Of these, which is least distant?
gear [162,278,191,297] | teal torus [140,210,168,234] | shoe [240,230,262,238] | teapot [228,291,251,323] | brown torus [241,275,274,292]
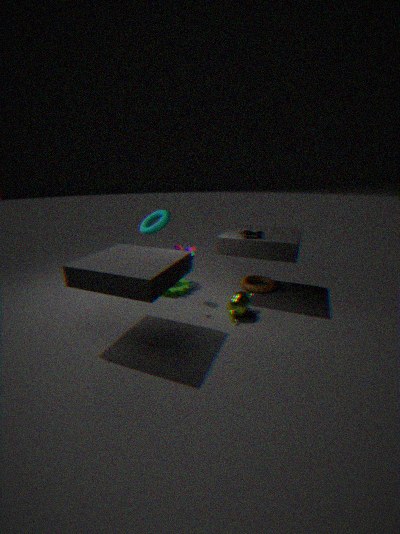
teapot [228,291,251,323]
